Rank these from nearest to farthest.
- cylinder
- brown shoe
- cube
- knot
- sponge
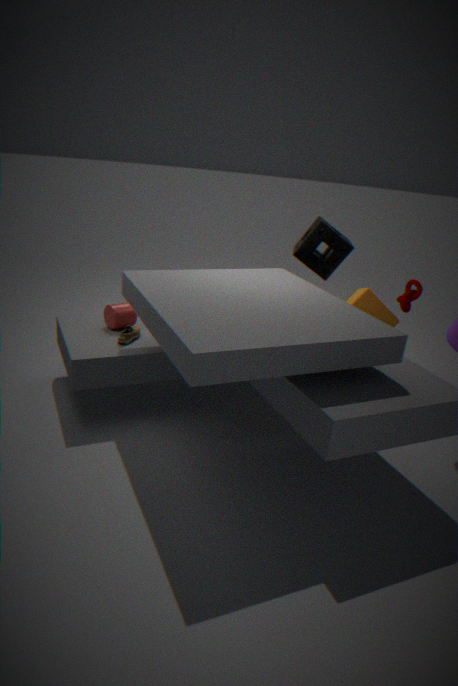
brown shoe < cylinder < cube < knot < sponge
